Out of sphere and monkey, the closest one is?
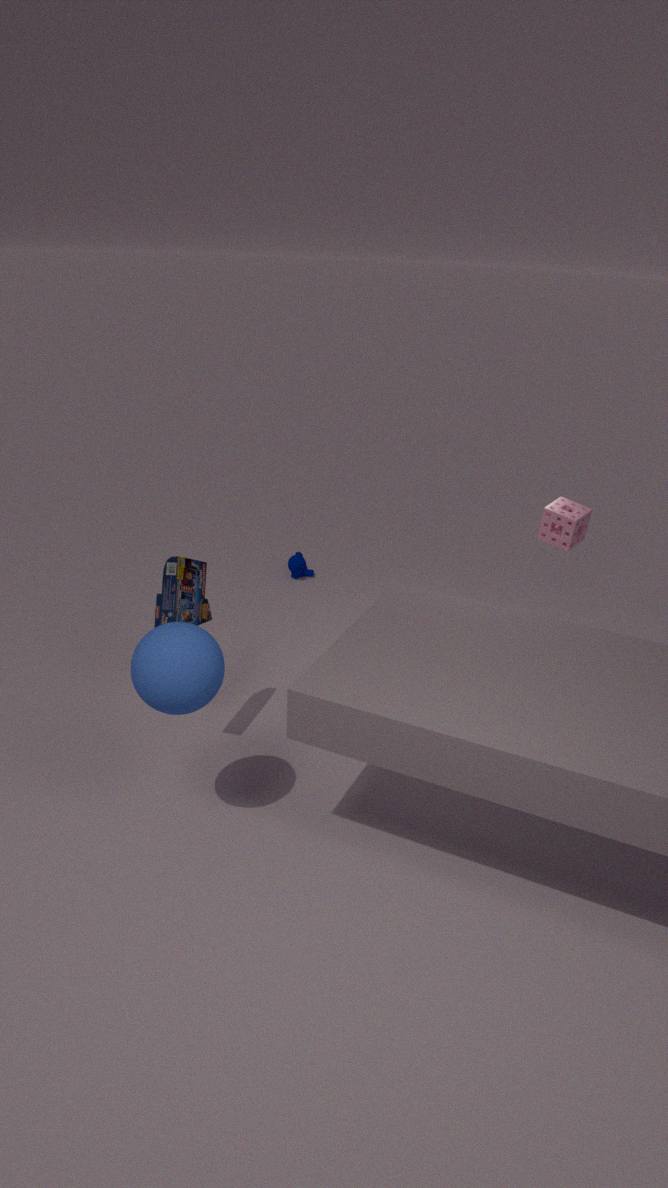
sphere
